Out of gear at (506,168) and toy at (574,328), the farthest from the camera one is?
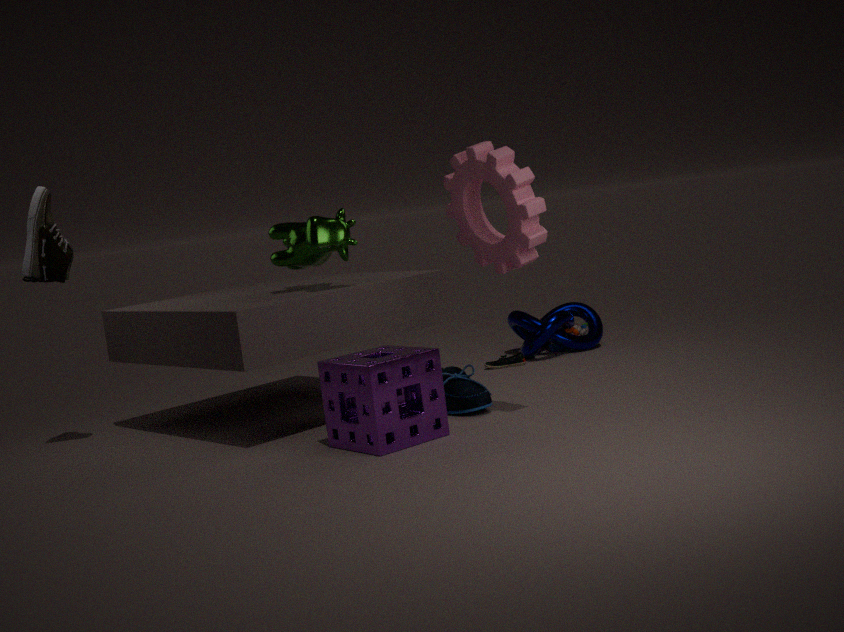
toy at (574,328)
